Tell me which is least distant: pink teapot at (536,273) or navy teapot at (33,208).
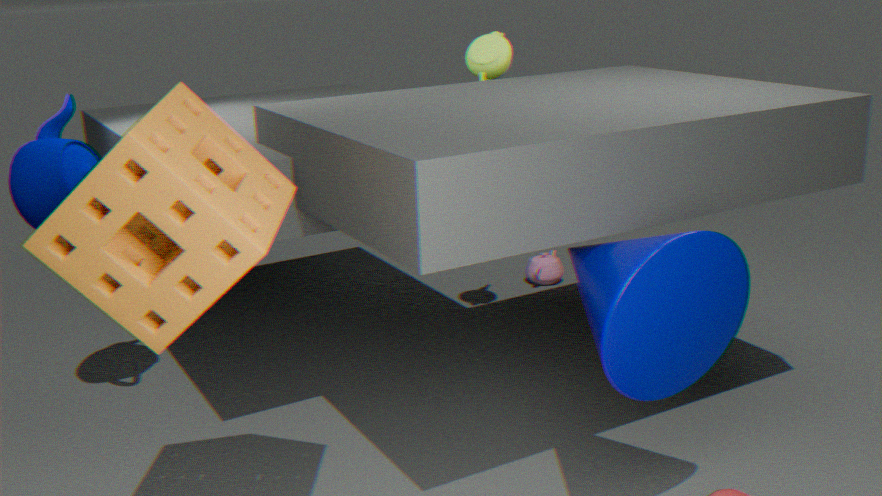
navy teapot at (33,208)
